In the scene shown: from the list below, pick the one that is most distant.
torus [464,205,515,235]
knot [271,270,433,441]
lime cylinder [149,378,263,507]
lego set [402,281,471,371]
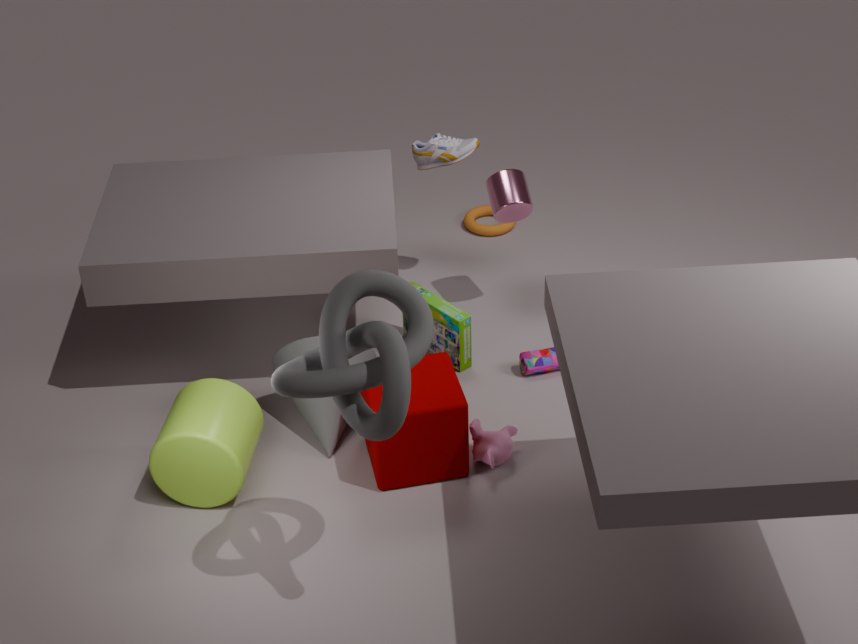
torus [464,205,515,235]
